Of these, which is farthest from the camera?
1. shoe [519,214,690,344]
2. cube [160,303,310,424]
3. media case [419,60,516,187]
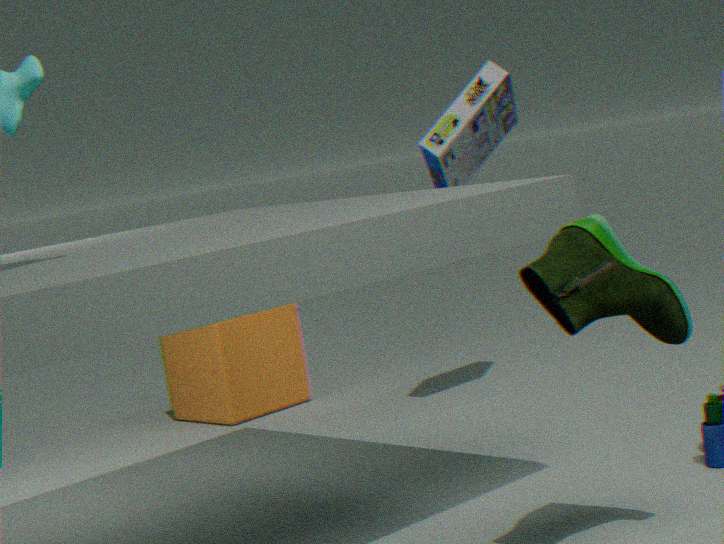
cube [160,303,310,424]
